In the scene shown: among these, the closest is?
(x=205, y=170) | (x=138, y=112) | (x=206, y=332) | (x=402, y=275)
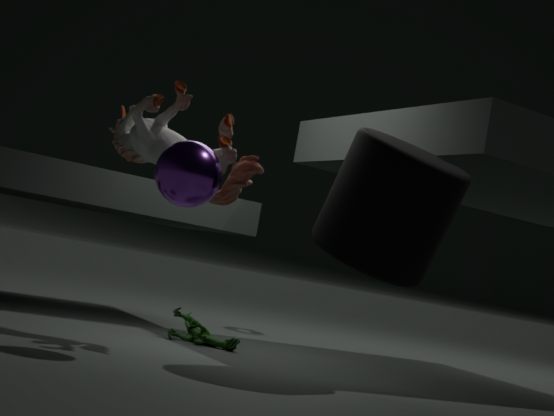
(x=205, y=170)
